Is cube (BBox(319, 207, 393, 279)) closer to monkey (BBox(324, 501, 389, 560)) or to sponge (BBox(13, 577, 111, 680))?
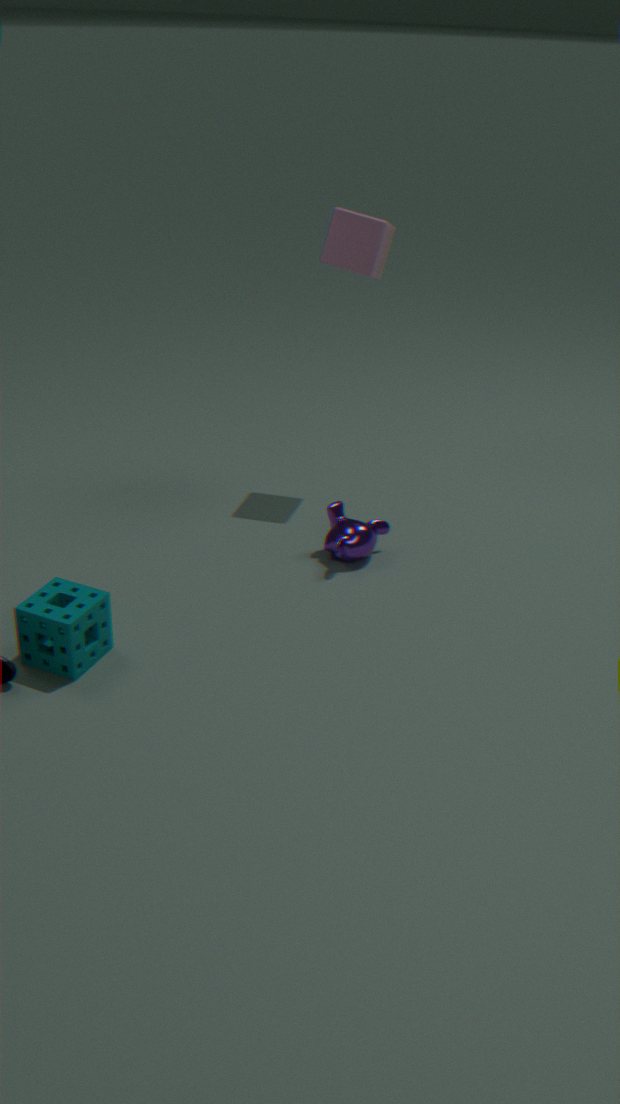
monkey (BBox(324, 501, 389, 560))
